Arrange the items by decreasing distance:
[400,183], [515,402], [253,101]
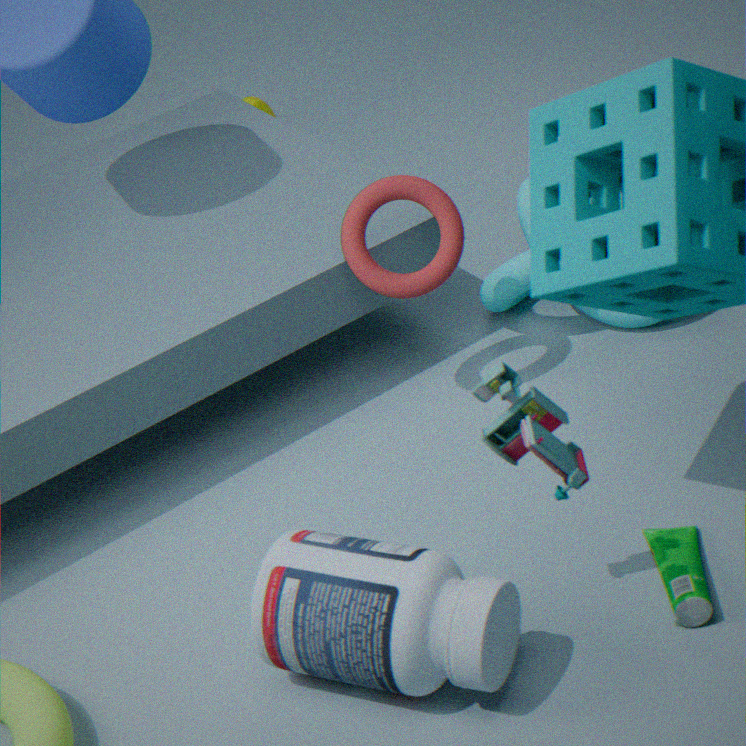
1. [253,101]
2. [400,183]
3. [515,402]
